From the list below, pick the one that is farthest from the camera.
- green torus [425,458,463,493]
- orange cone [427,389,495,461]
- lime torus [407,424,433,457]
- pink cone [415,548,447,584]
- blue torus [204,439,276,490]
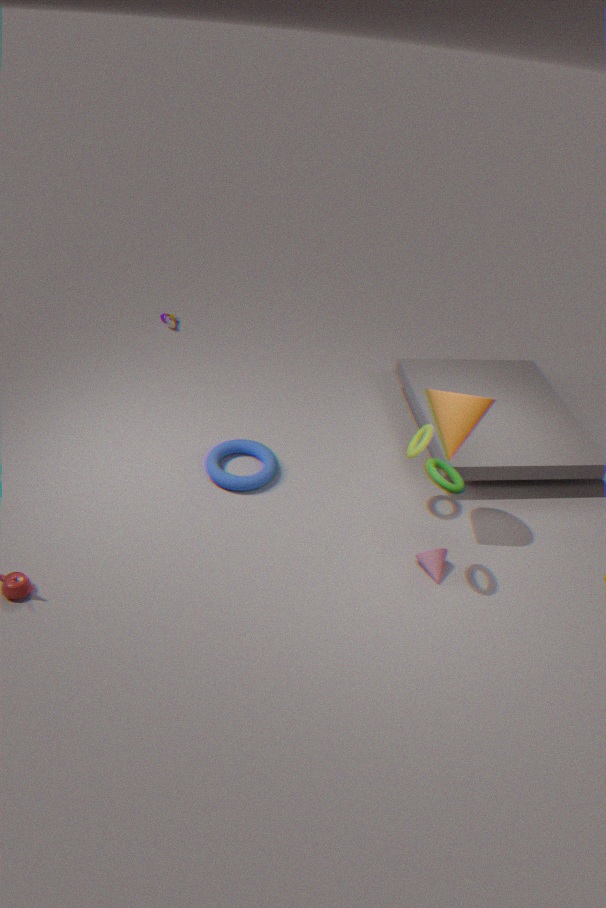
blue torus [204,439,276,490]
